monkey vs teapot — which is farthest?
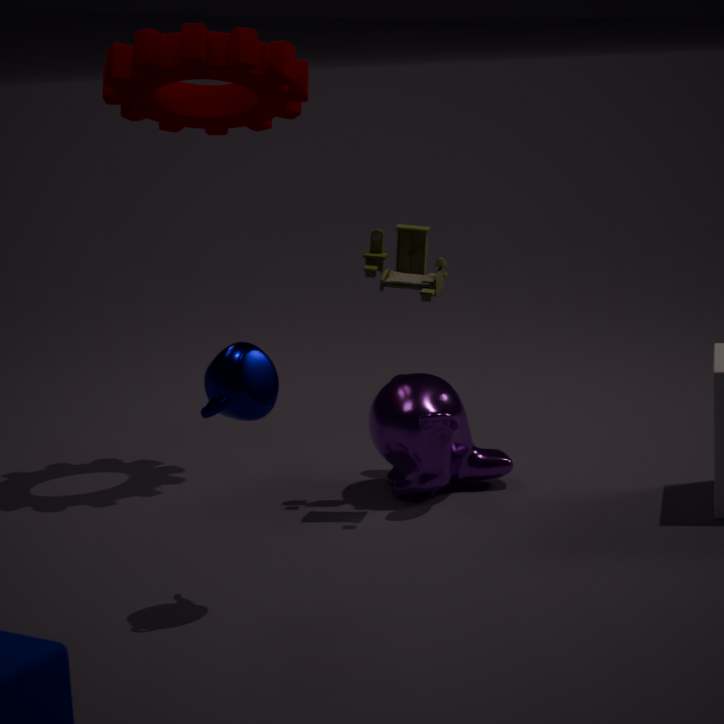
monkey
